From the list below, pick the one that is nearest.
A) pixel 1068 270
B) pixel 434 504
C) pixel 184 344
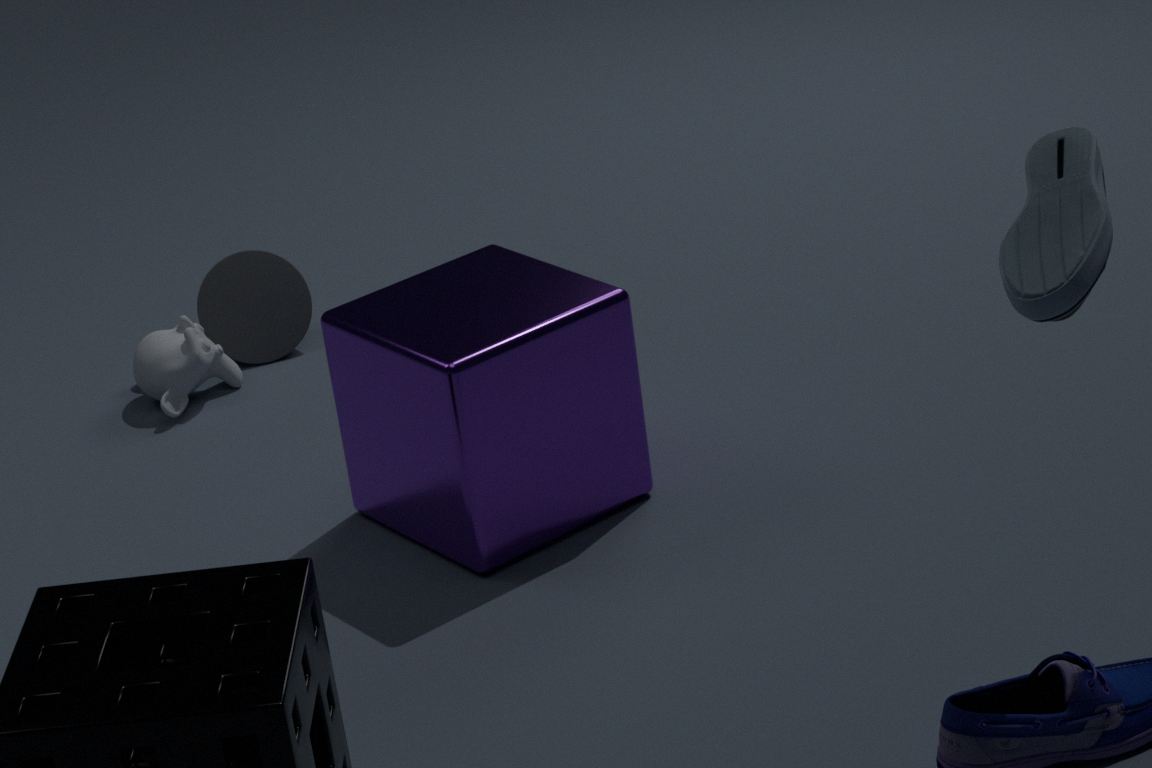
pixel 1068 270
